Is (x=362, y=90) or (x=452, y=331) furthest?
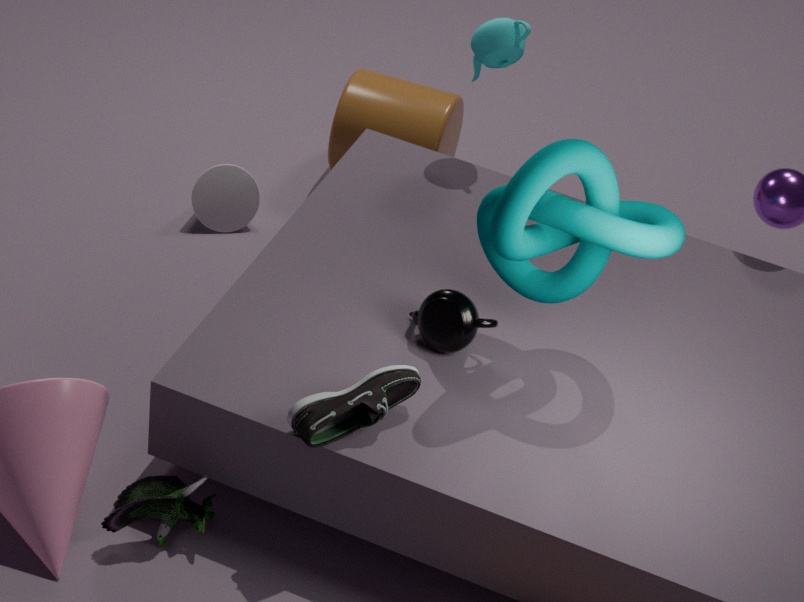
(x=362, y=90)
